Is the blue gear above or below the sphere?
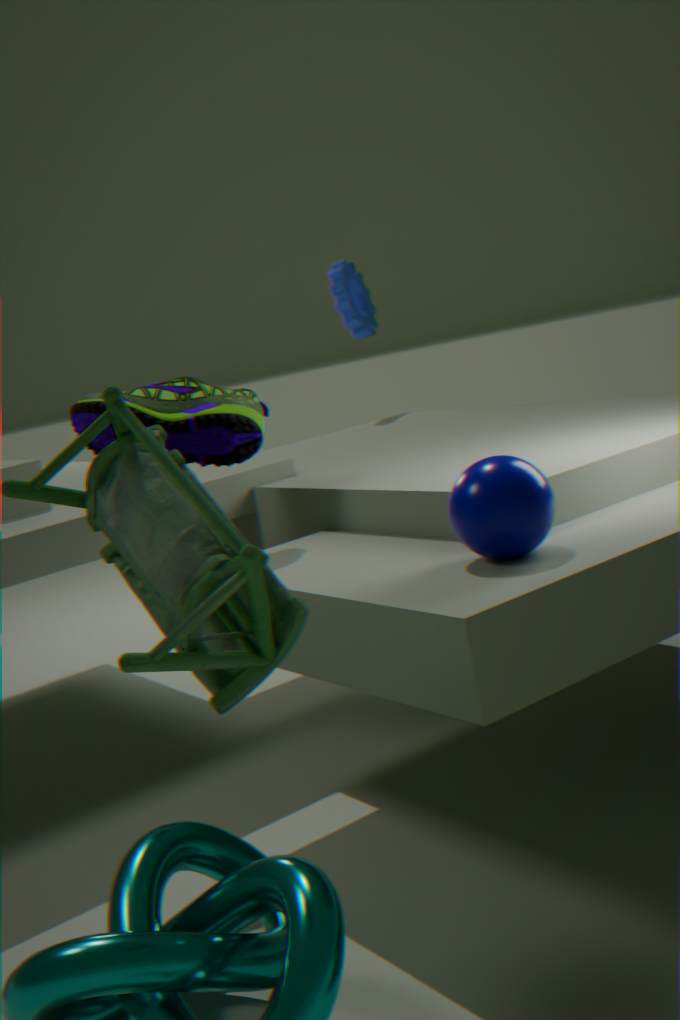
above
